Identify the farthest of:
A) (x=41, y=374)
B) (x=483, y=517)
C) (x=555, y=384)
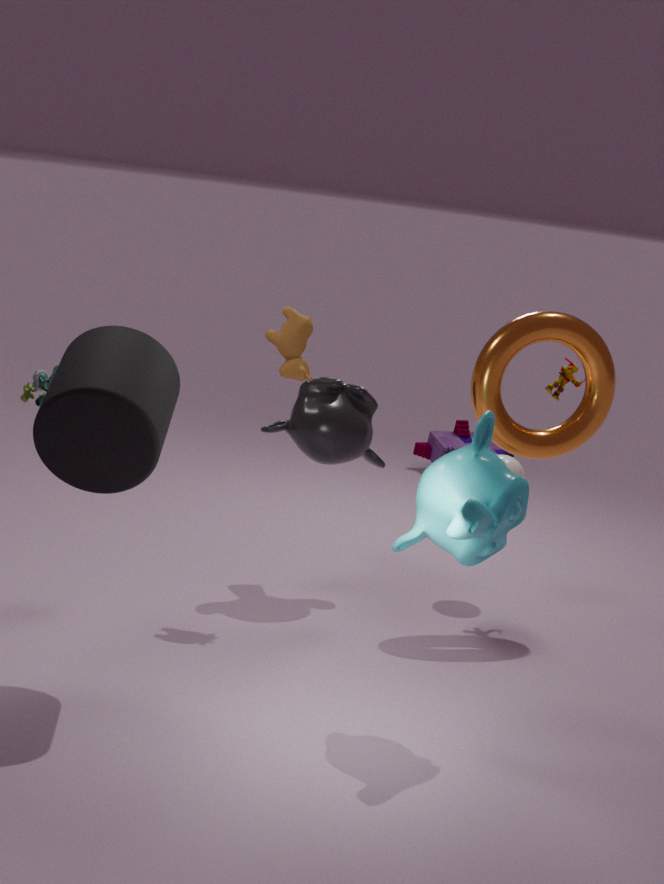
(x=555, y=384)
